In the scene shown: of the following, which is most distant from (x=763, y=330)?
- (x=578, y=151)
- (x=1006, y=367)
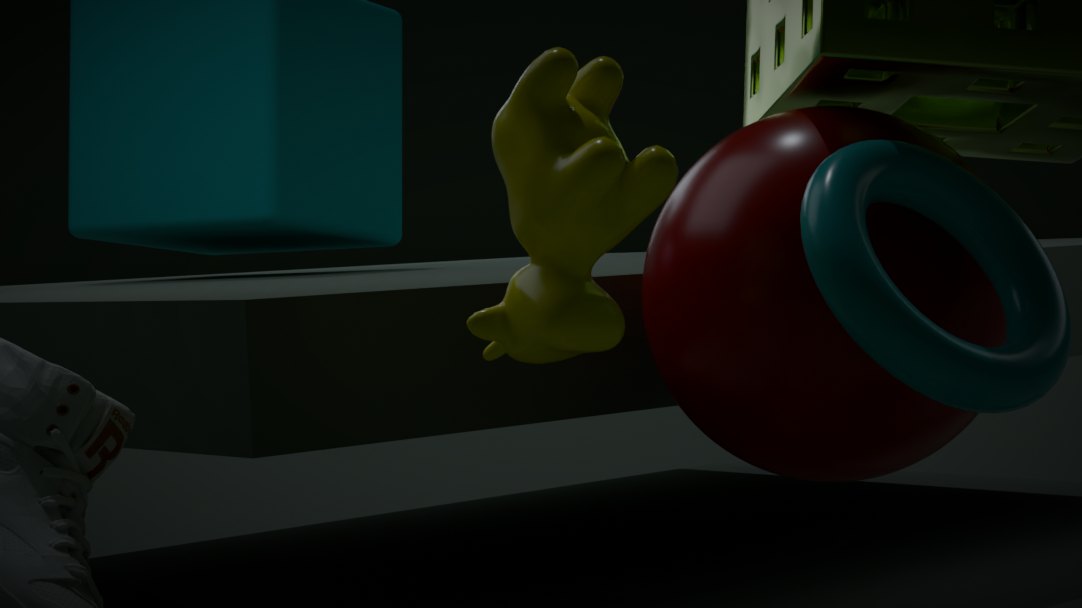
(x=578, y=151)
